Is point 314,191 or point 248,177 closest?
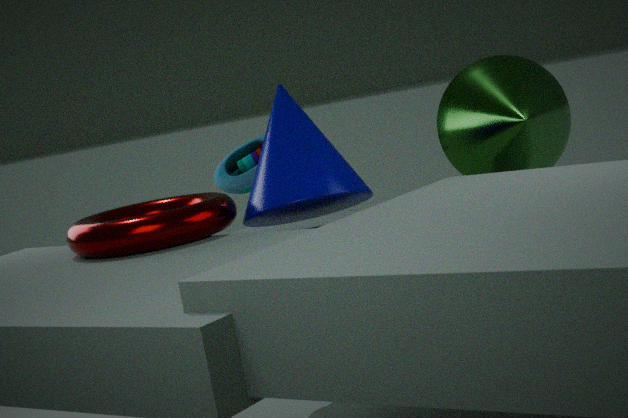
point 314,191
